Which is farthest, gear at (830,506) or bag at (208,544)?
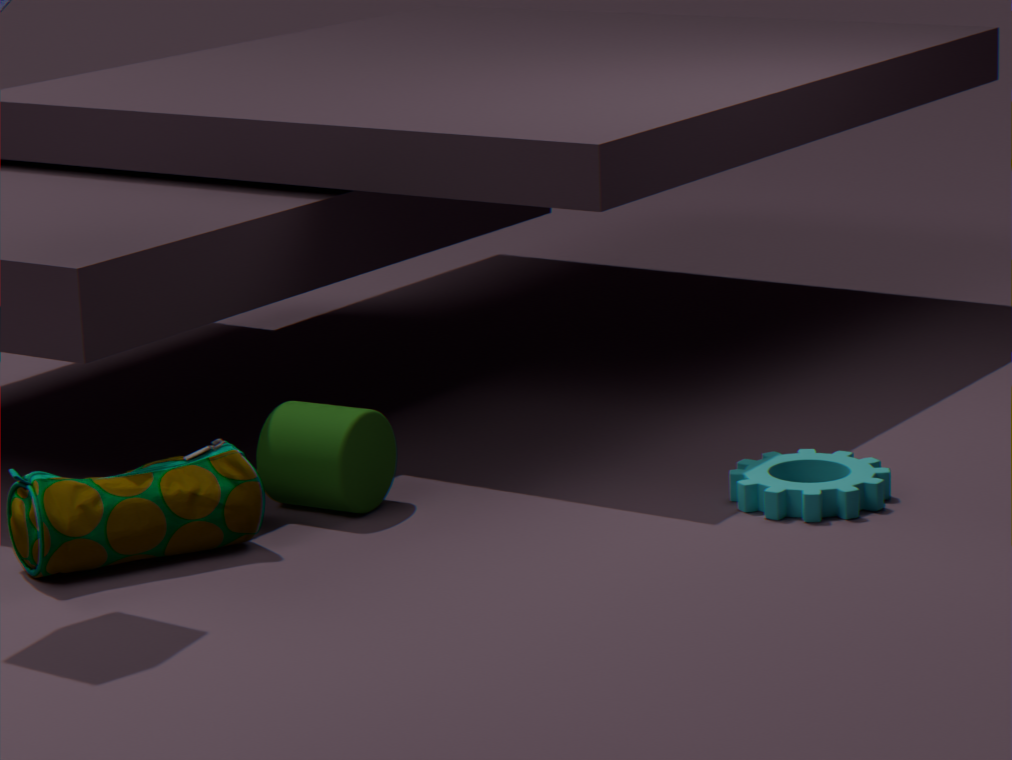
gear at (830,506)
